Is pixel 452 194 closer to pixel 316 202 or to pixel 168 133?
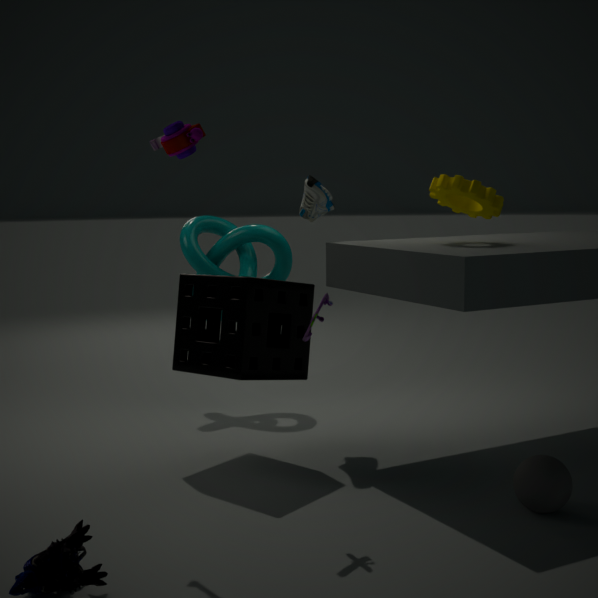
pixel 316 202
